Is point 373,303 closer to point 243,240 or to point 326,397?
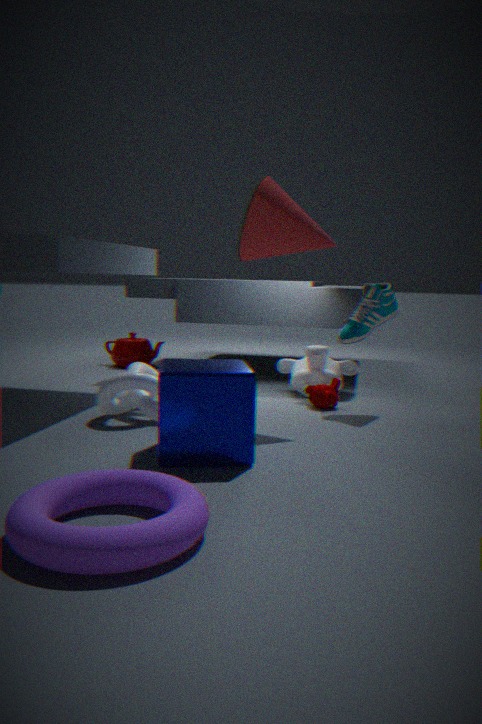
point 326,397
